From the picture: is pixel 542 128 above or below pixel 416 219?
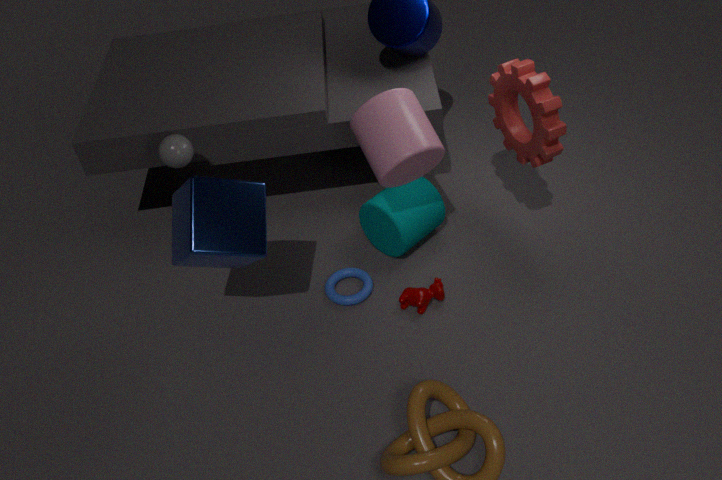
above
